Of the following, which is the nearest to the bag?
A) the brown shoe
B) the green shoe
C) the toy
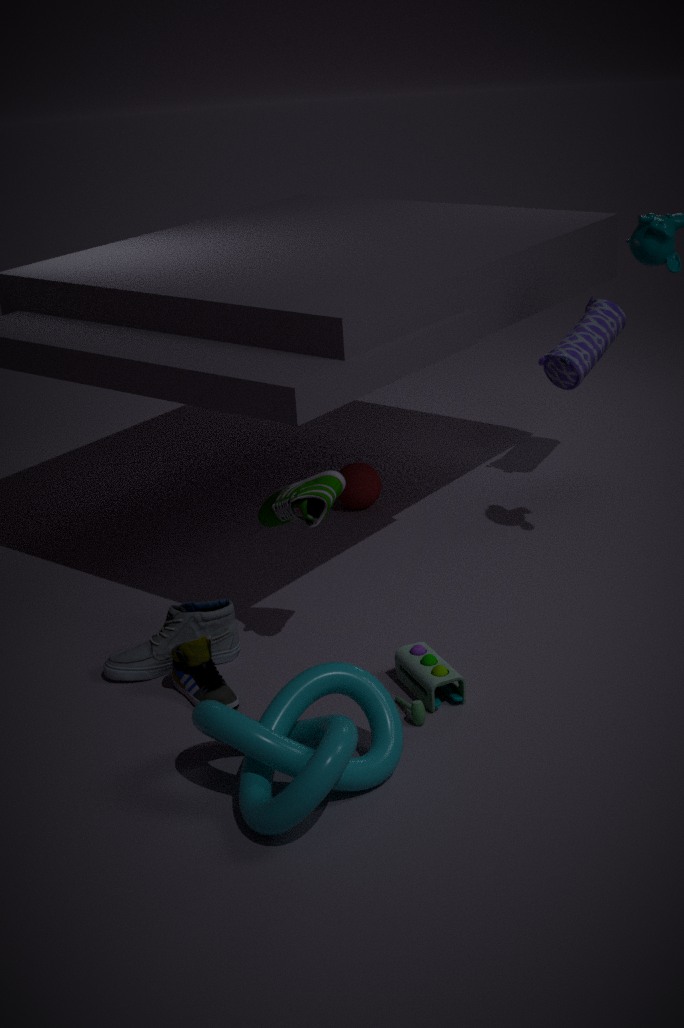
the green shoe
